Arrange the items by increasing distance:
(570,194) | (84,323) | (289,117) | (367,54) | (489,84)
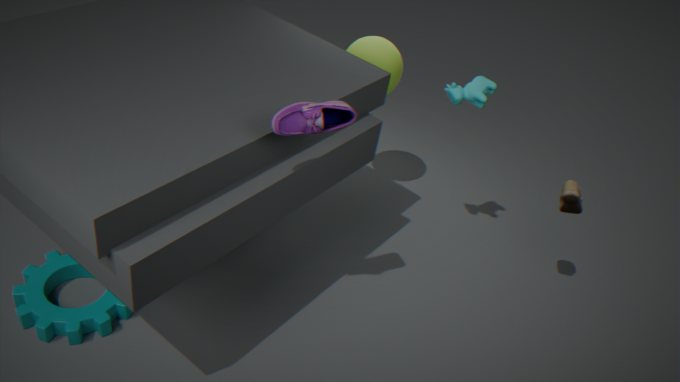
1. (289,117)
2. (84,323)
3. (570,194)
4. (489,84)
5. (367,54)
